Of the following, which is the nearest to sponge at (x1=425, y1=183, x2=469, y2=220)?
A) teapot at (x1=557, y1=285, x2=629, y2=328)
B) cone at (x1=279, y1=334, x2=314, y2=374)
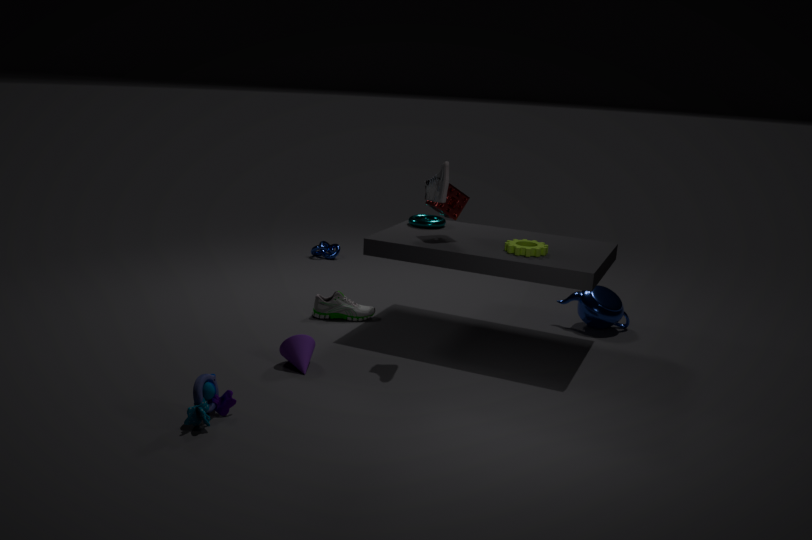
teapot at (x1=557, y1=285, x2=629, y2=328)
